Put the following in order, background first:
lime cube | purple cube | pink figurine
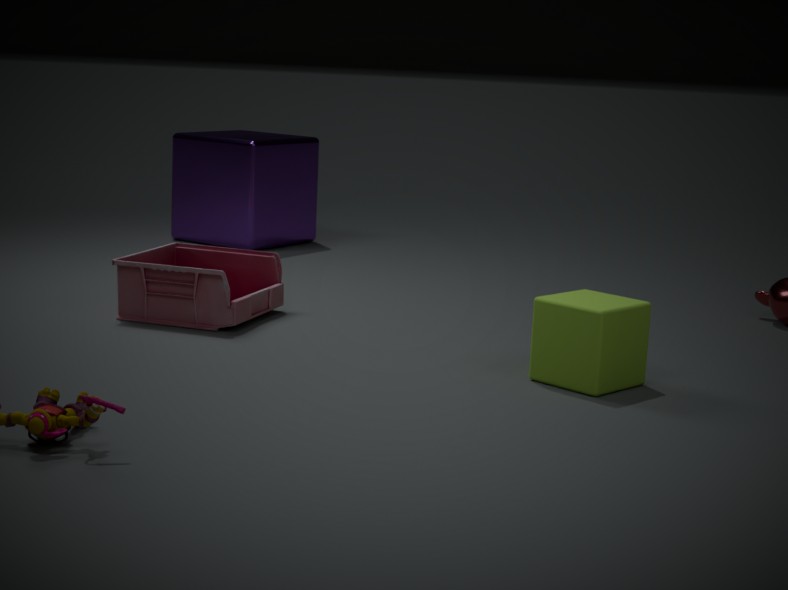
purple cube → pink figurine → lime cube
